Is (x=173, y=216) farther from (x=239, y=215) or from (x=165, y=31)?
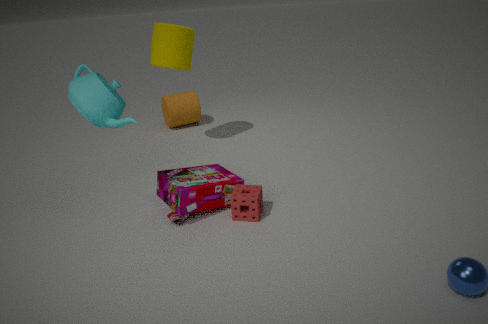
(x=165, y=31)
